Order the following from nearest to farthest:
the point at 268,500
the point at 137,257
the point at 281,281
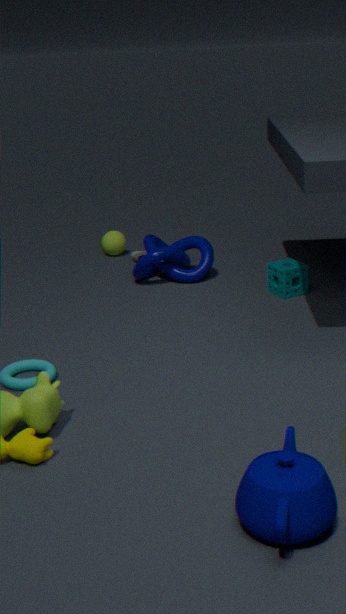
the point at 268,500
the point at 281,281
the point at 137,257
